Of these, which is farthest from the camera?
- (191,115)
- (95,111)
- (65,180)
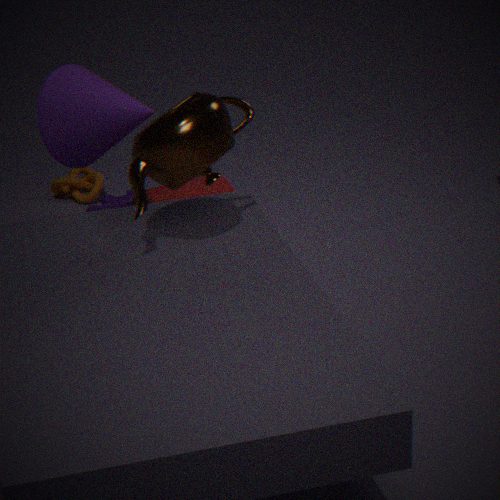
(65,180)
